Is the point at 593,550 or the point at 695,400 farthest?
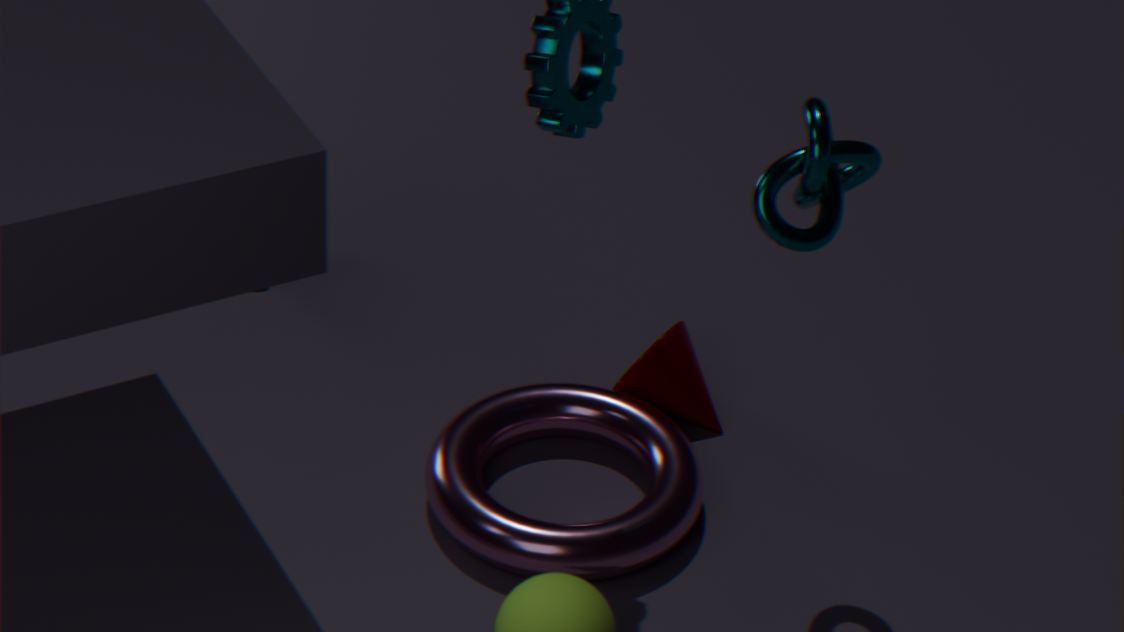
the point at 695,400
